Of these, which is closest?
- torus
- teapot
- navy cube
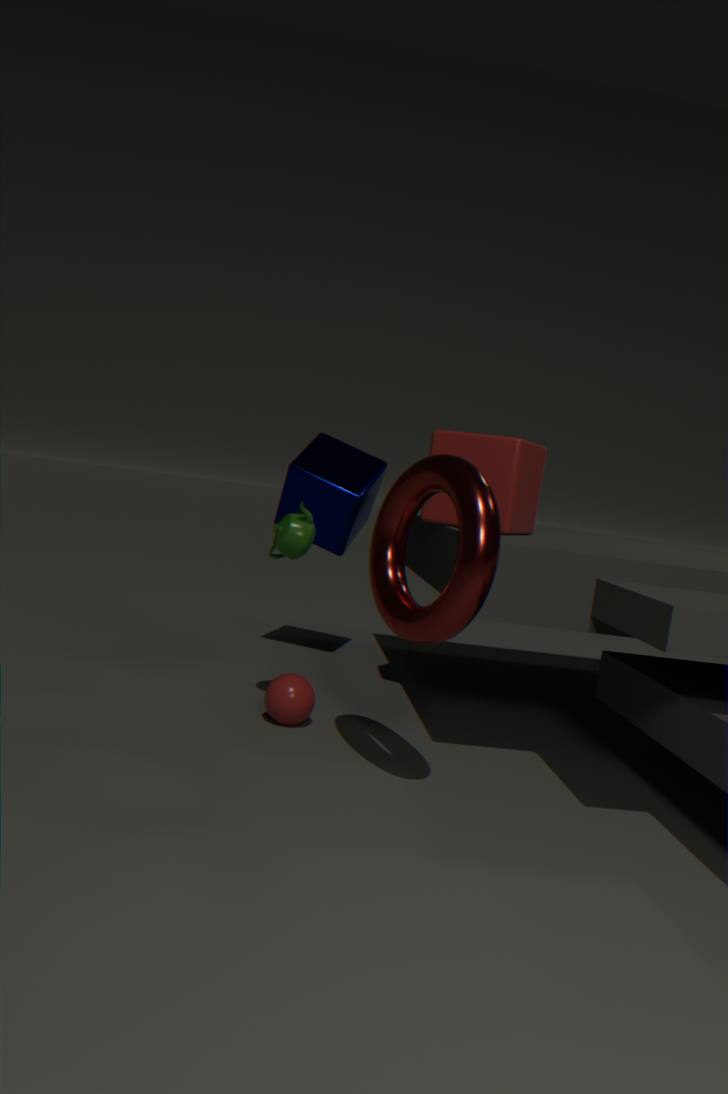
torus
